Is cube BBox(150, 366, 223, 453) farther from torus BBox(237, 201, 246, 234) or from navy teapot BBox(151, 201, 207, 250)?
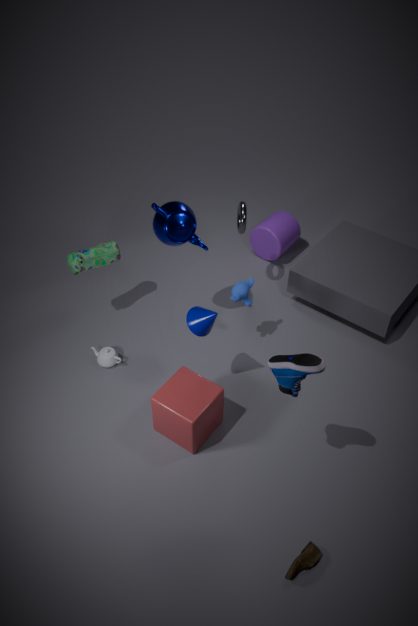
torus BBox(237, 201, 246, 234)
